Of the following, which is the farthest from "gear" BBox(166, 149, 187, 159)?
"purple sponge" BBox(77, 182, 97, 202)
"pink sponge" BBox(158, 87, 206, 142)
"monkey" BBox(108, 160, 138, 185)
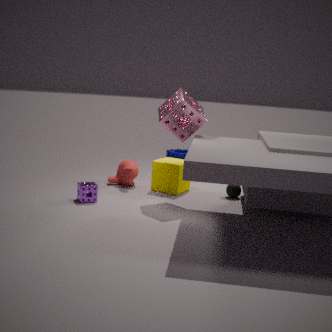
"purple sponge" BBox(77, 182, 97, 202)
